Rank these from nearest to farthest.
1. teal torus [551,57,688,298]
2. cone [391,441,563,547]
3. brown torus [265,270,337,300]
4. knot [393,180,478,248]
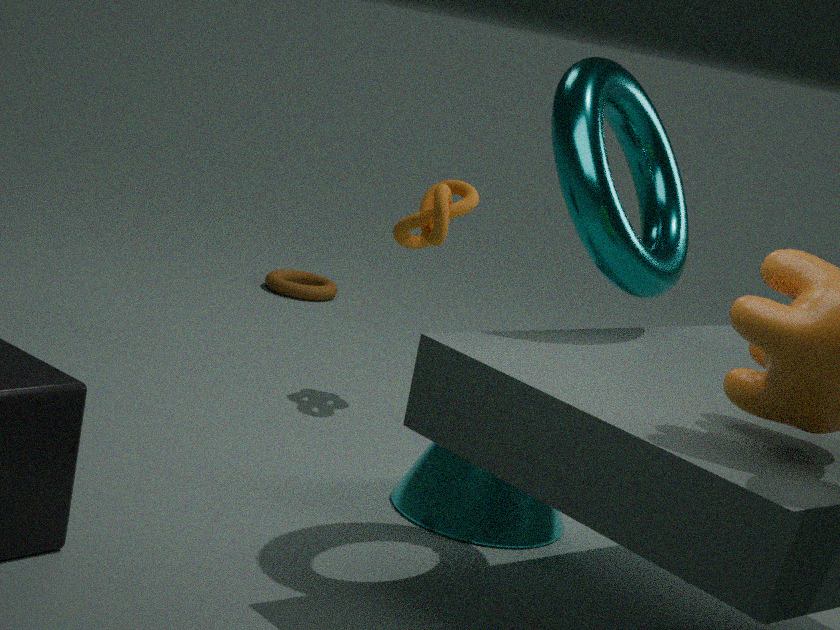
teal torus [551,57,688,298], cone [391,441,563,547], knot [393,180,478,248], brown torus [265,270,337,300]
